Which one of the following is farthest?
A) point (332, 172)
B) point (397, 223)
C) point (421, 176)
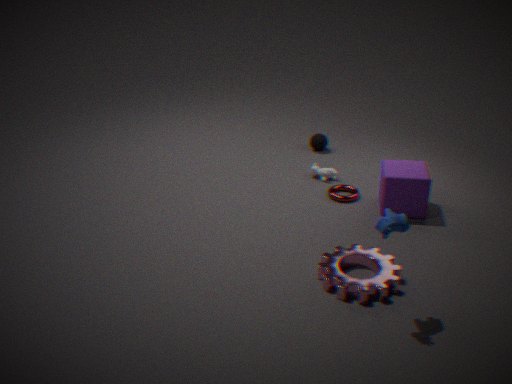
point (332, 172)
